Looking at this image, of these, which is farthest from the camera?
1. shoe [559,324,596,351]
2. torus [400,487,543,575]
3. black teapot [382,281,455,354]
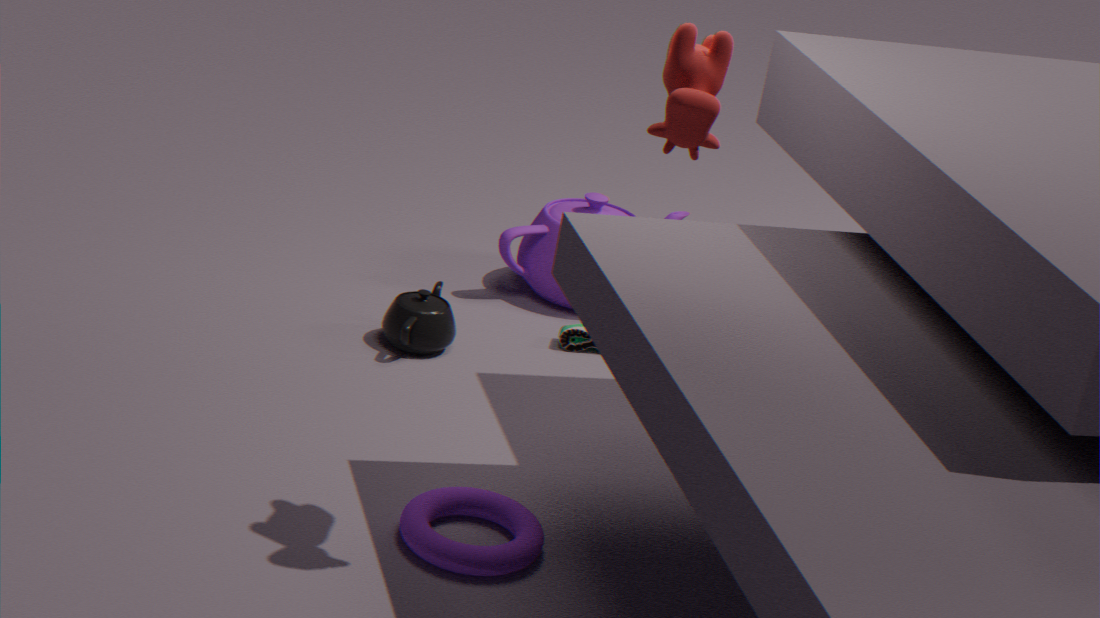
shoe [559,324,596,351]
